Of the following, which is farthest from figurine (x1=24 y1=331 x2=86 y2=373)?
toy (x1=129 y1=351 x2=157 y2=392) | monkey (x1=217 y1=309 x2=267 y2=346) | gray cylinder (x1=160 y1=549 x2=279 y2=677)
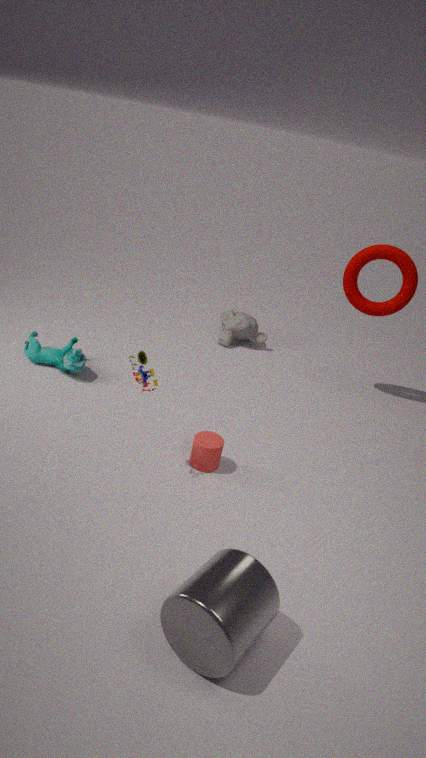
gray cylinder (x1=160 y1=549 x2=279 y2=677)
